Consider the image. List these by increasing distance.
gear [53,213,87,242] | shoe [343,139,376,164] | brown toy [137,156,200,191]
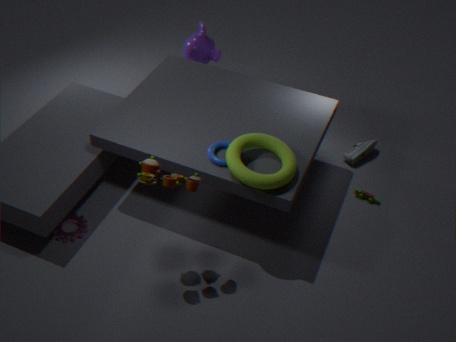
brown toy [137,156,200,191], gear [53,213,87,242], shoe [343,139,376,164]
